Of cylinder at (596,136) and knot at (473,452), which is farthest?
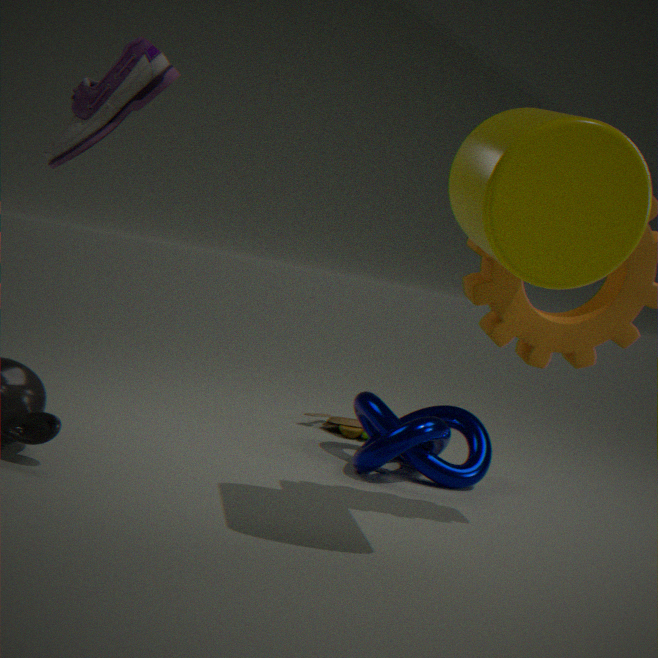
knot at (473,452)
